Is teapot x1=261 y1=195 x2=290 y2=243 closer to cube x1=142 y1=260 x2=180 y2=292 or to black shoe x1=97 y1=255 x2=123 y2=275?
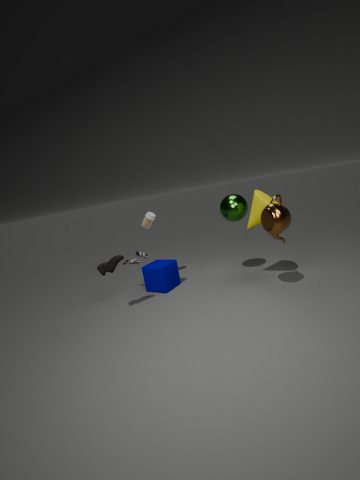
cube x1=142 y1=260 x2=180 y2=292
